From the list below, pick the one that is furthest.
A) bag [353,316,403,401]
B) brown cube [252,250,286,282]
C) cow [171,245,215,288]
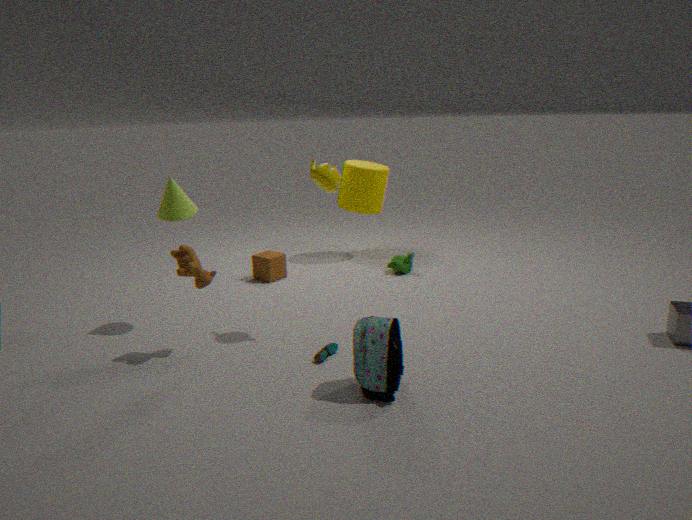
brown cube [252,250,286,282]
